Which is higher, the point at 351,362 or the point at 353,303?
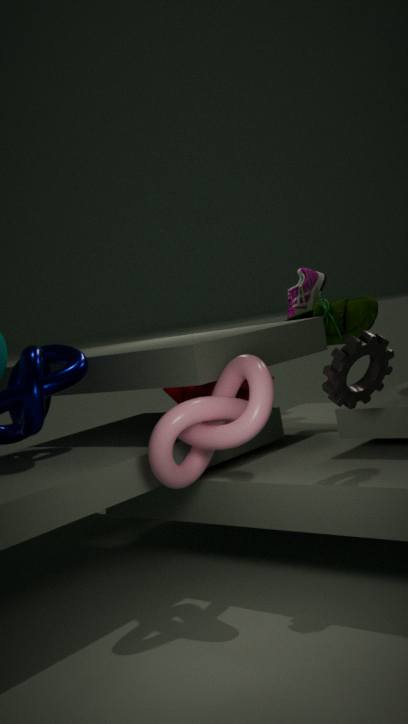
the point at 353,303
